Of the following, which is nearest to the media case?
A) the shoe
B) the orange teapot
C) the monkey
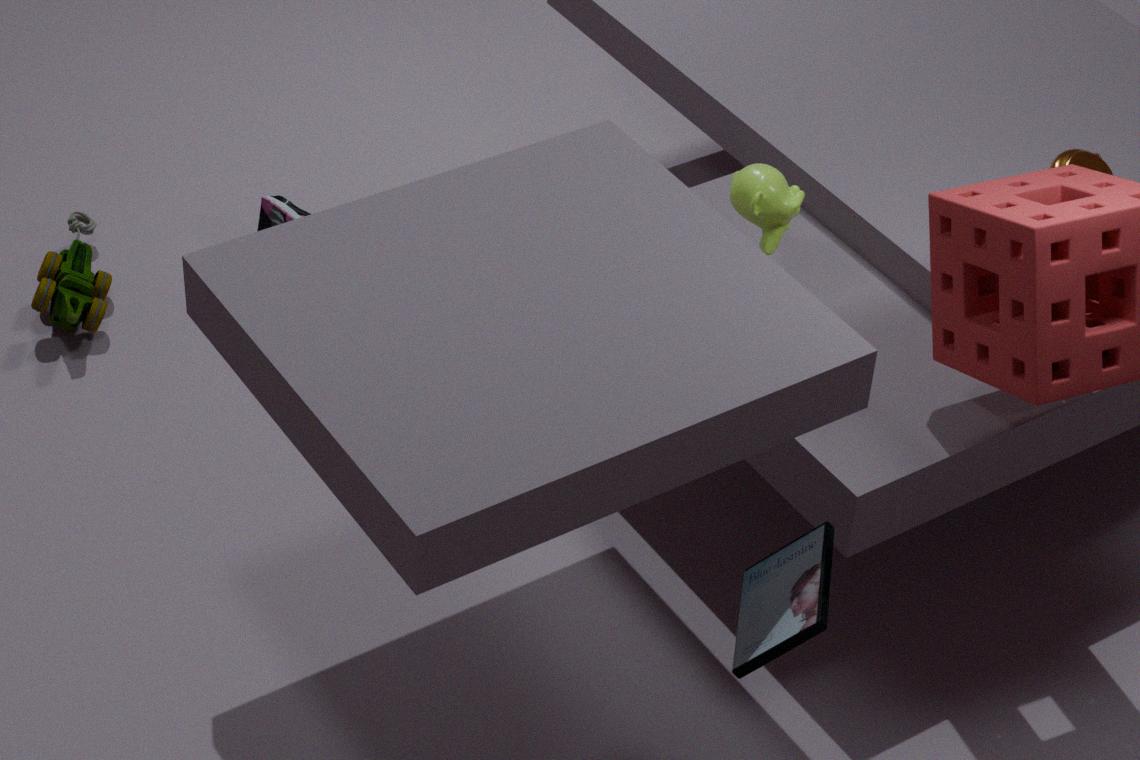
the monkey
